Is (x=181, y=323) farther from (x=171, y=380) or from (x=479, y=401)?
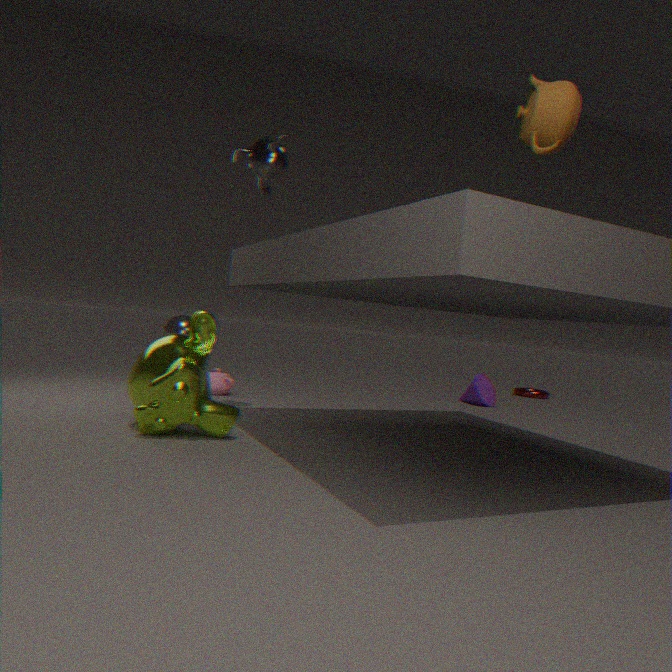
(x=171, y=380)
